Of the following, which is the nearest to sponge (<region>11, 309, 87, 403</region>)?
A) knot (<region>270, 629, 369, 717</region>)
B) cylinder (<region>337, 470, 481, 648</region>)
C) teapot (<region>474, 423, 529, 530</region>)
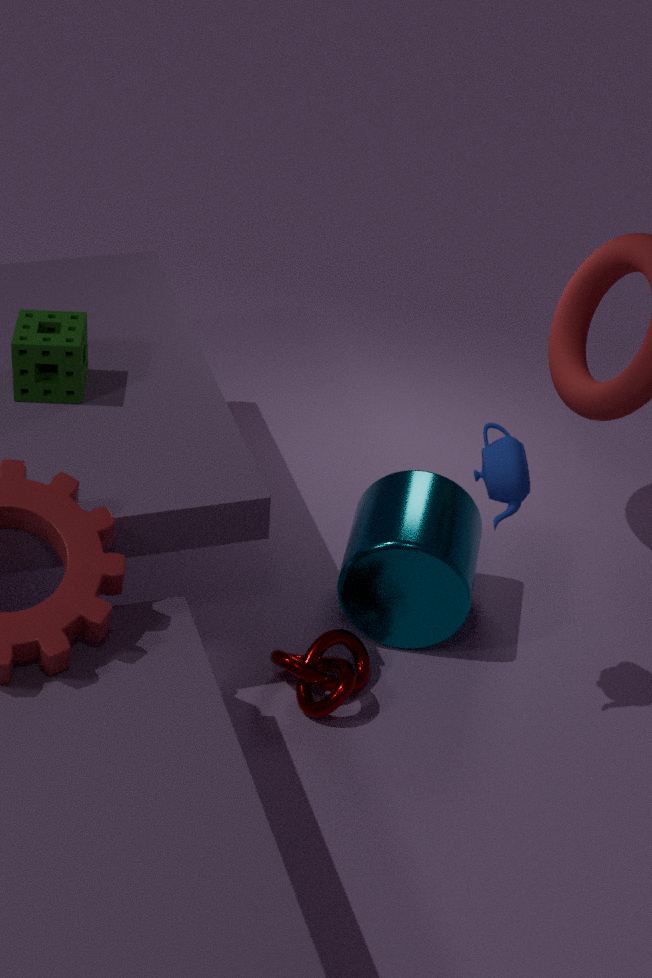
cylinder (<region>337, 470, 481, 648</region>)
